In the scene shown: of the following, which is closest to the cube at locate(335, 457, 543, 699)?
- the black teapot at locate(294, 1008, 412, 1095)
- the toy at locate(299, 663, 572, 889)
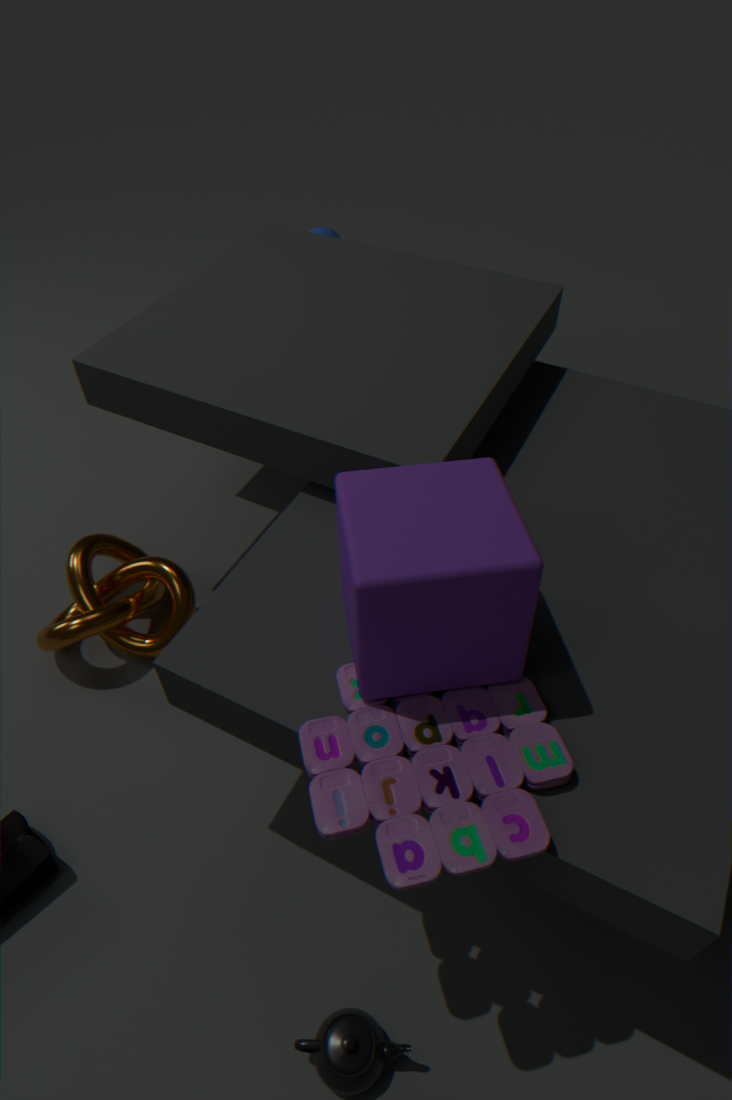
the toy at locate(299, 663, 572, 889)
